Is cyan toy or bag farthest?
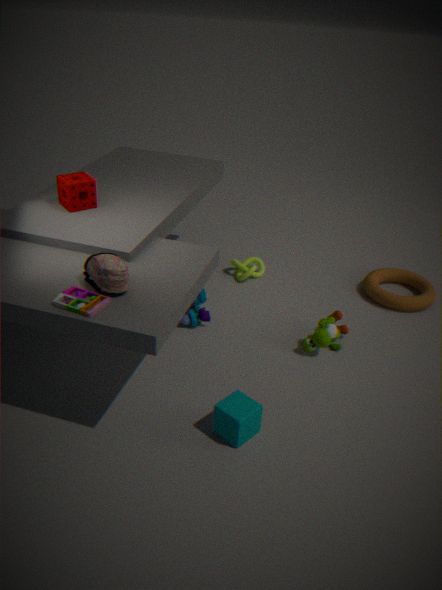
cyan toy
